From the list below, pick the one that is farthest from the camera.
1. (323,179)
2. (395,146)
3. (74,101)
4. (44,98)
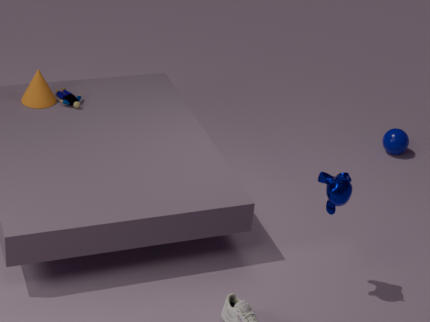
(395,146)
